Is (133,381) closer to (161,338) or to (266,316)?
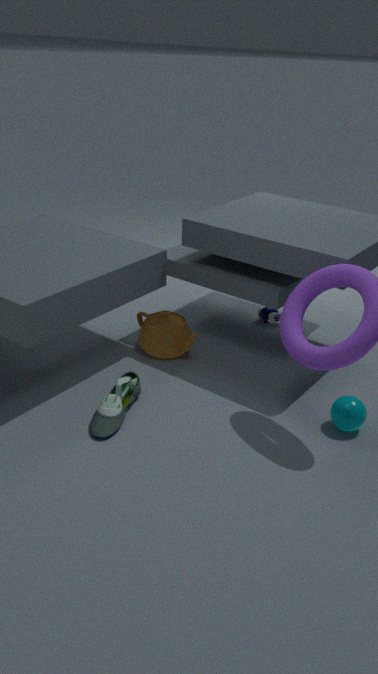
(161,338)
